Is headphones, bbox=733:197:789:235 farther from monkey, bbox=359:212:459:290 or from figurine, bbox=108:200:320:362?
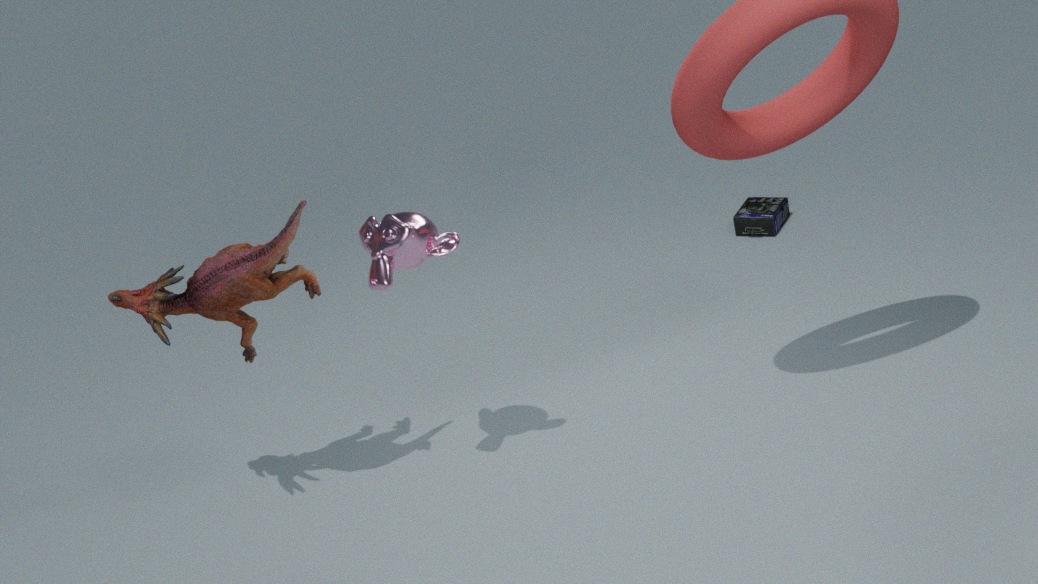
figurine, bbox=108:200:320:362
